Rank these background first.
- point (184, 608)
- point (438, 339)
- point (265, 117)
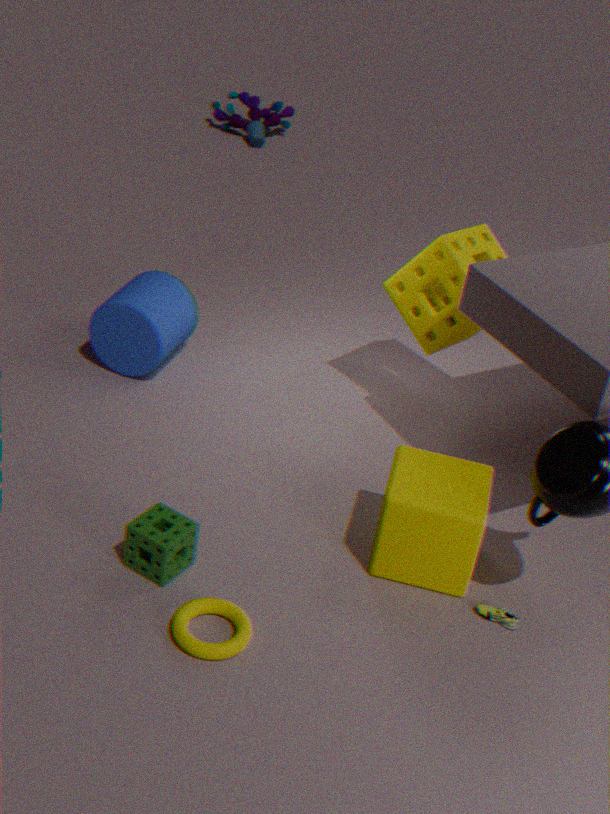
1. point (265, 117)
2. point (438, 339)
3. point (184, 608)
